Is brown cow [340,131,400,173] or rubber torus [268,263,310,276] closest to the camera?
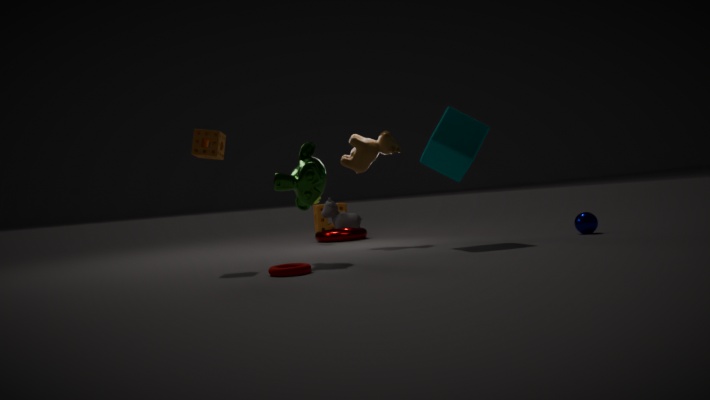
rubber torus [268,263,310,276]
